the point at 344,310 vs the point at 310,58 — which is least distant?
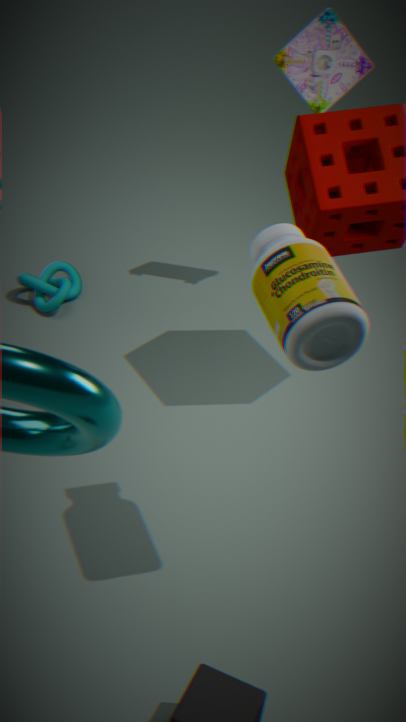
the point at 344,310
